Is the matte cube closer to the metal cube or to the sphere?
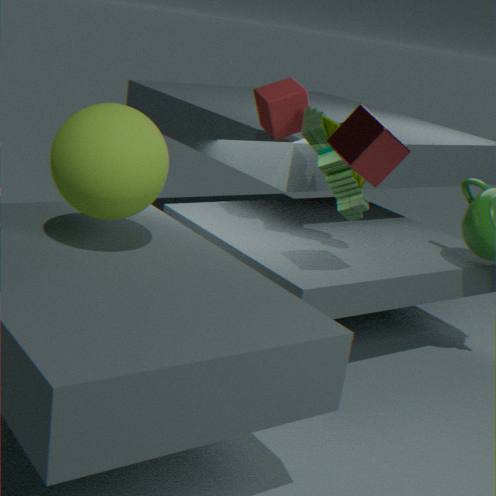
the metal cube
